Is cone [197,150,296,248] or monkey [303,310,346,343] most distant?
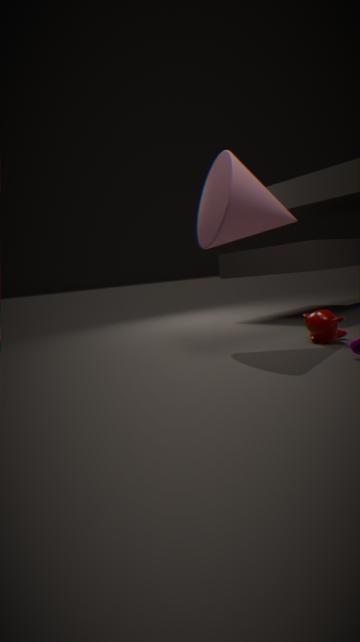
monkey [303,310,346,343]
